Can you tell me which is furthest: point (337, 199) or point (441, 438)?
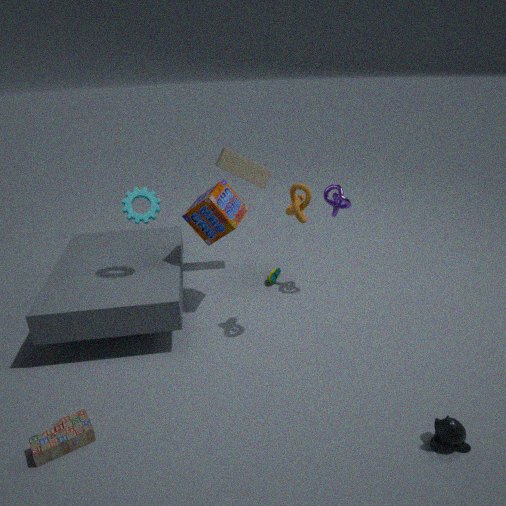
point (337, 199)
